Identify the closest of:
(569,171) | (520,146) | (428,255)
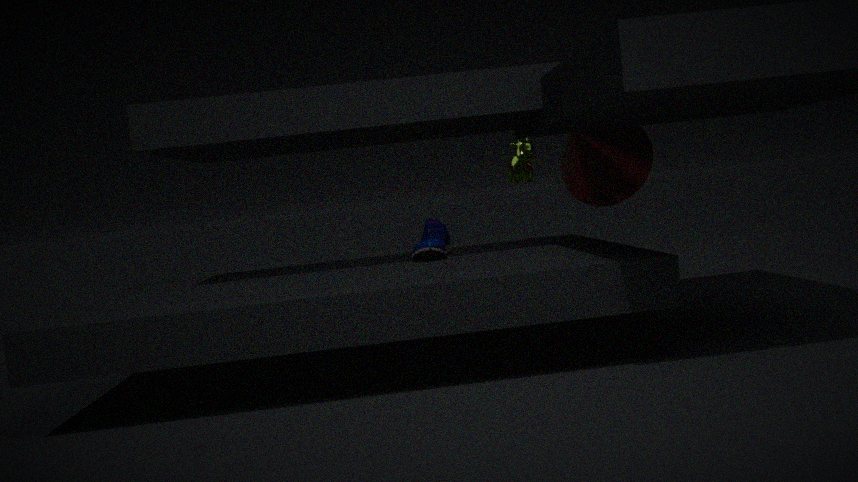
(428,255)
